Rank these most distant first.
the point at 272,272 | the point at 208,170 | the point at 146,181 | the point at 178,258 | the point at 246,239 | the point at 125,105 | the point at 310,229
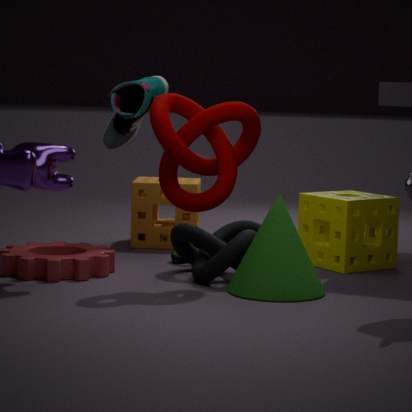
the point at 146,181 → the point at 310,229 → the point at 125,105 → the point at 178,258 → the point at 246,239 → the point at 208,170 → the point at 272,272
